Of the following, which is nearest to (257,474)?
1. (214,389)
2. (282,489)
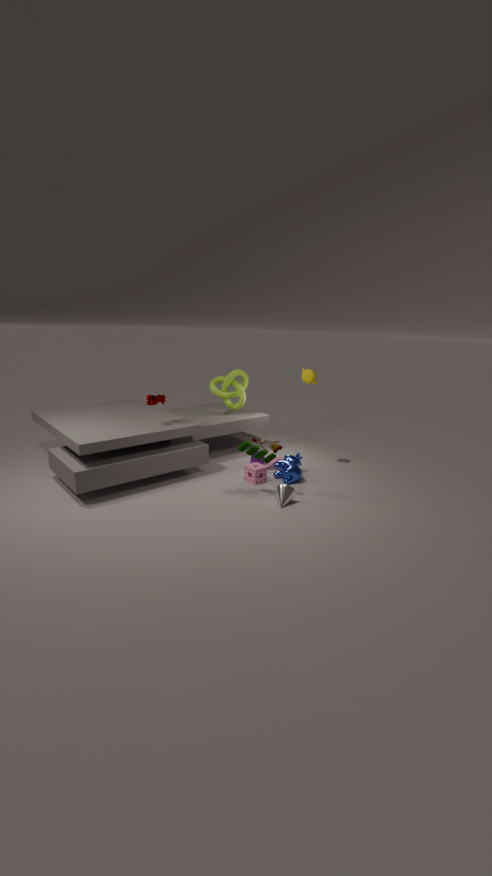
(282,489)
